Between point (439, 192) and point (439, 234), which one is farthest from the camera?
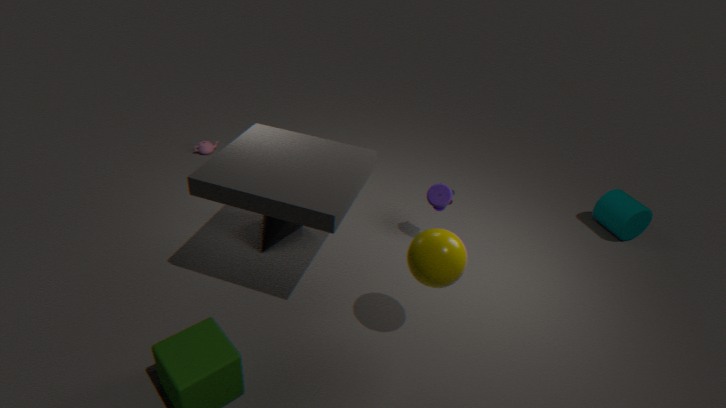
point (439, 192)
